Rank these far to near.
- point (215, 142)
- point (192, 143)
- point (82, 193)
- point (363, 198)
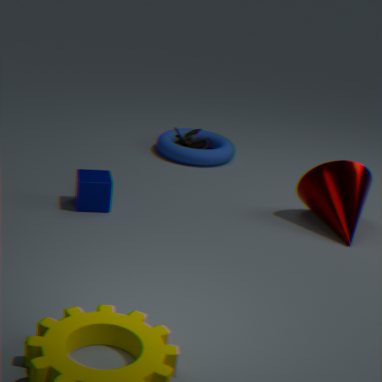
point (215, 142) → point (192, 143) → point (363, 198) → point (82, 193)
